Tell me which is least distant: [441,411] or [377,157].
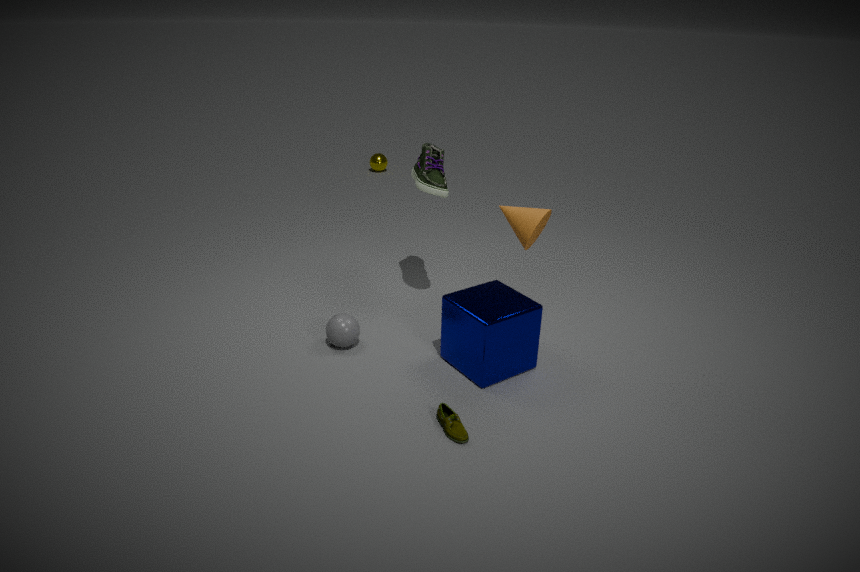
[441,411]
